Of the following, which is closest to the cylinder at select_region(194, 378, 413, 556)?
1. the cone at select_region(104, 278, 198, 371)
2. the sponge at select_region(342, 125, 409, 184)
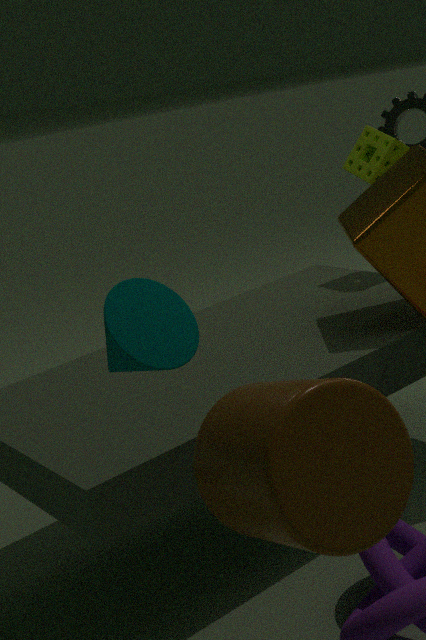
the cone at select_region(104, 278, 198, 371)
